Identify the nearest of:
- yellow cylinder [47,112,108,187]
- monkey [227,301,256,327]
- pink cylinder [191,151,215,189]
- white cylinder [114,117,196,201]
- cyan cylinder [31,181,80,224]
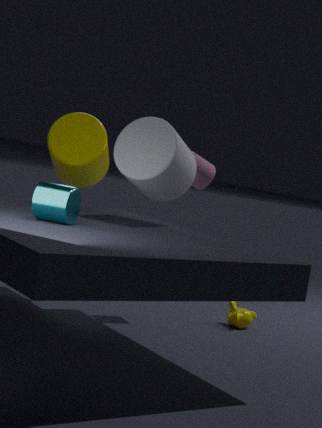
cyan cylinder [31,181,80,224]
